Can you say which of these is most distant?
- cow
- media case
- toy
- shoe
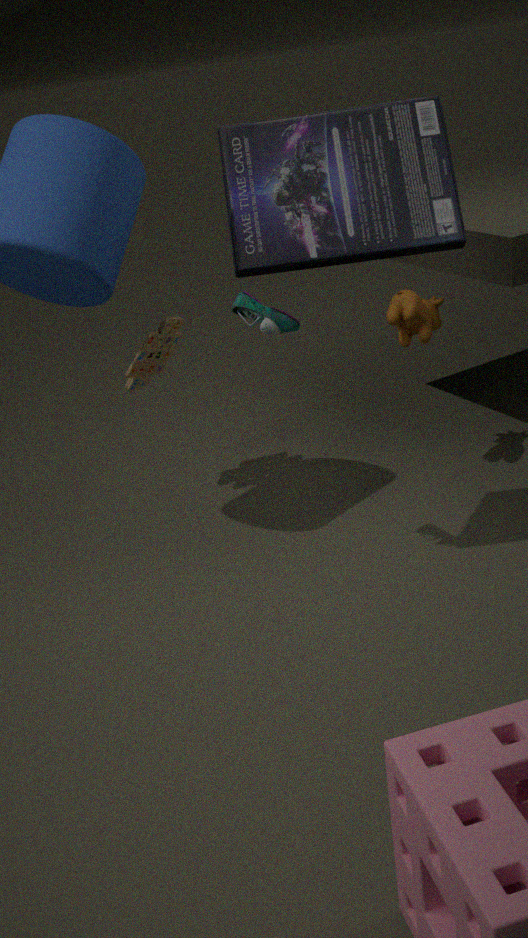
toy
